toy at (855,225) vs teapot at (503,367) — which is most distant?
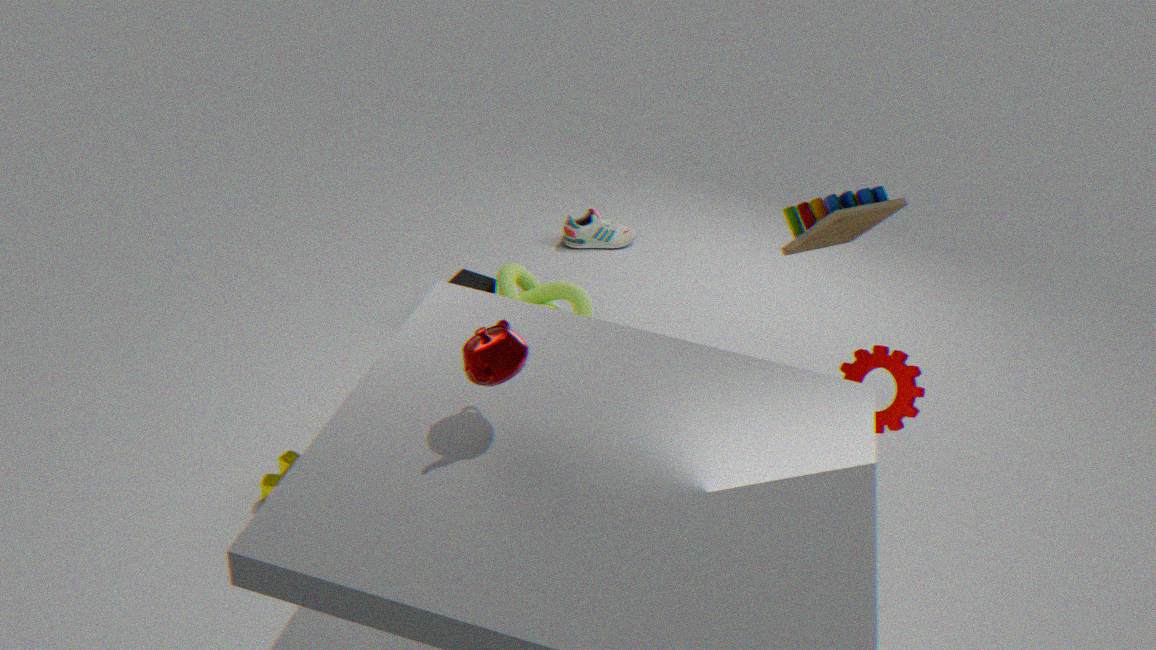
toy at (855,225)
